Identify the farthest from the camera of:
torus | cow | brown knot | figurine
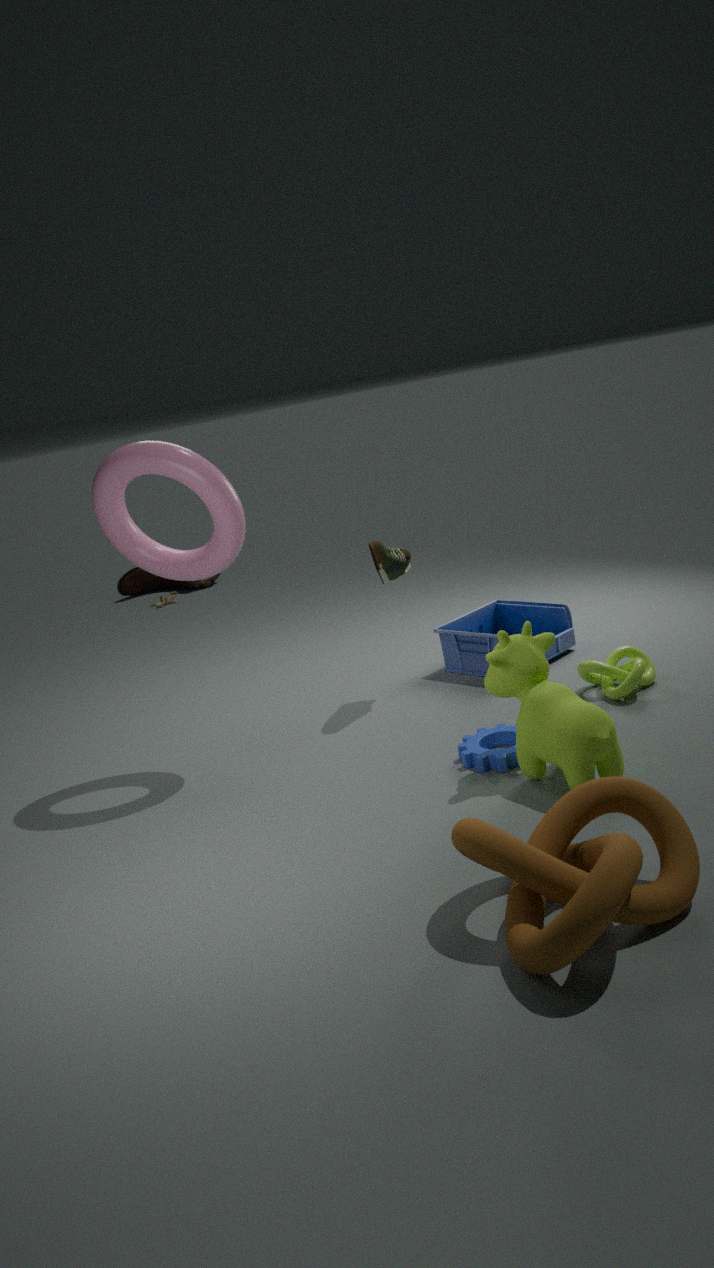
figurine
